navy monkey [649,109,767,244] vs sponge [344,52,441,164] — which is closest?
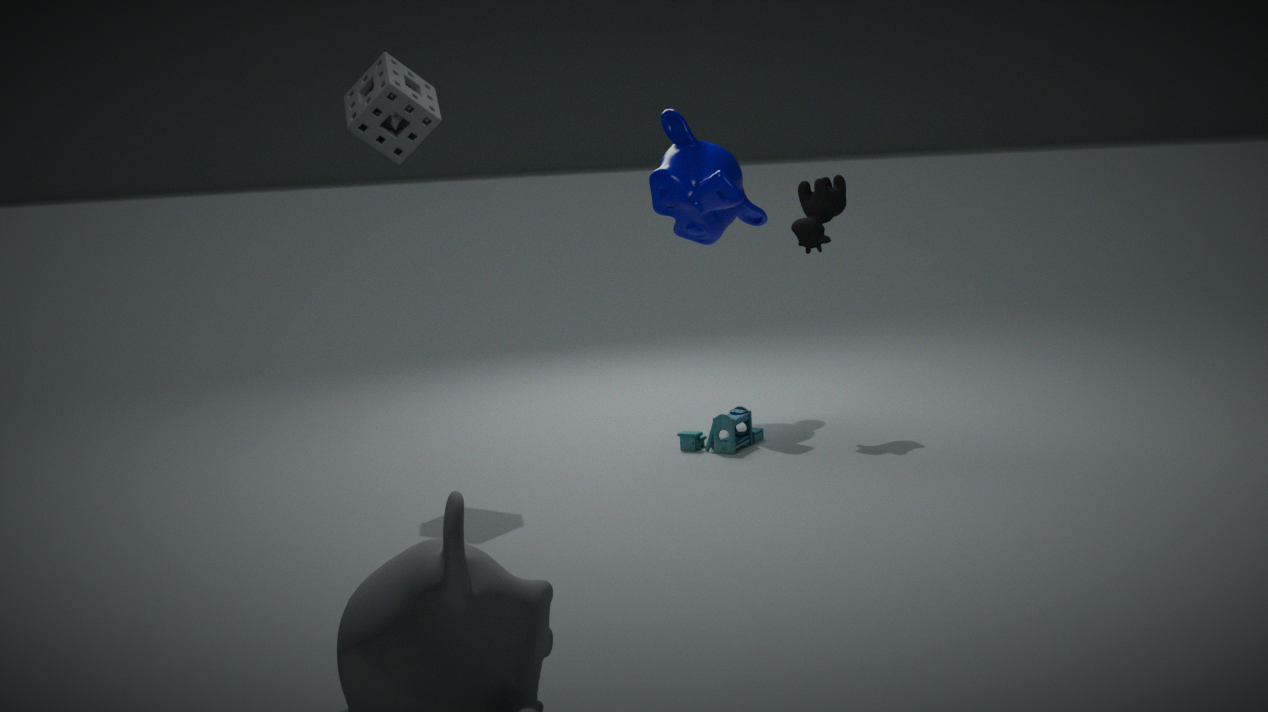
sponge [344,52,441,164]
